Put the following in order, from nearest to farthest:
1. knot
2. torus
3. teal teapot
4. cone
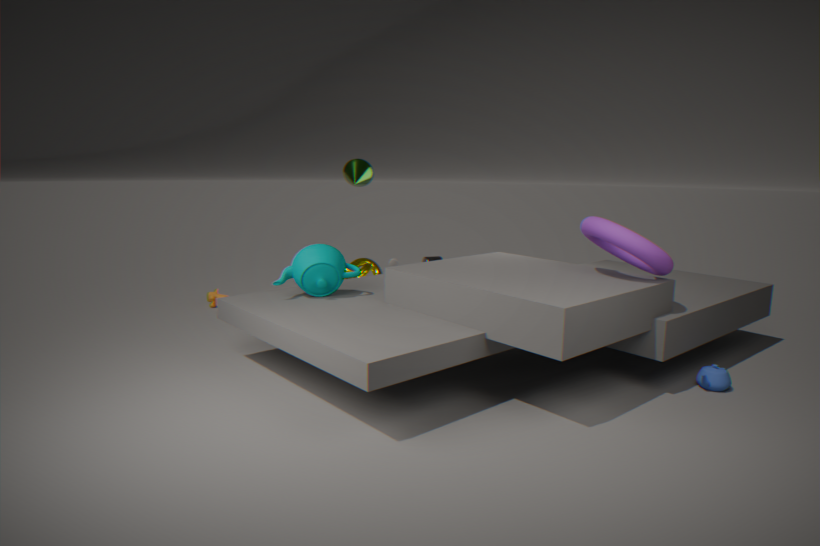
torus
teal teapot
cone
knot
